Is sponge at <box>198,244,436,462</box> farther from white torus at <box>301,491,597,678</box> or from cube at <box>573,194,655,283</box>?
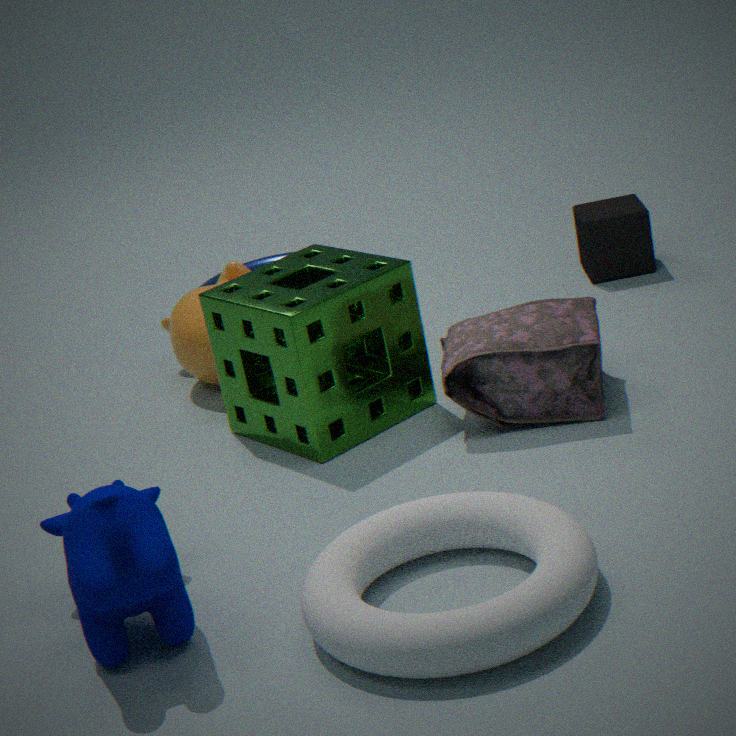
cube at <box>573,194,655,283</box>
